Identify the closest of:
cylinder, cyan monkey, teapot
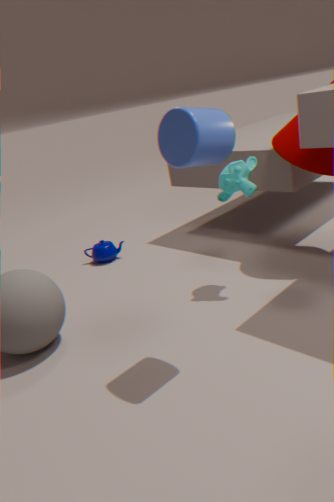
cylinder
